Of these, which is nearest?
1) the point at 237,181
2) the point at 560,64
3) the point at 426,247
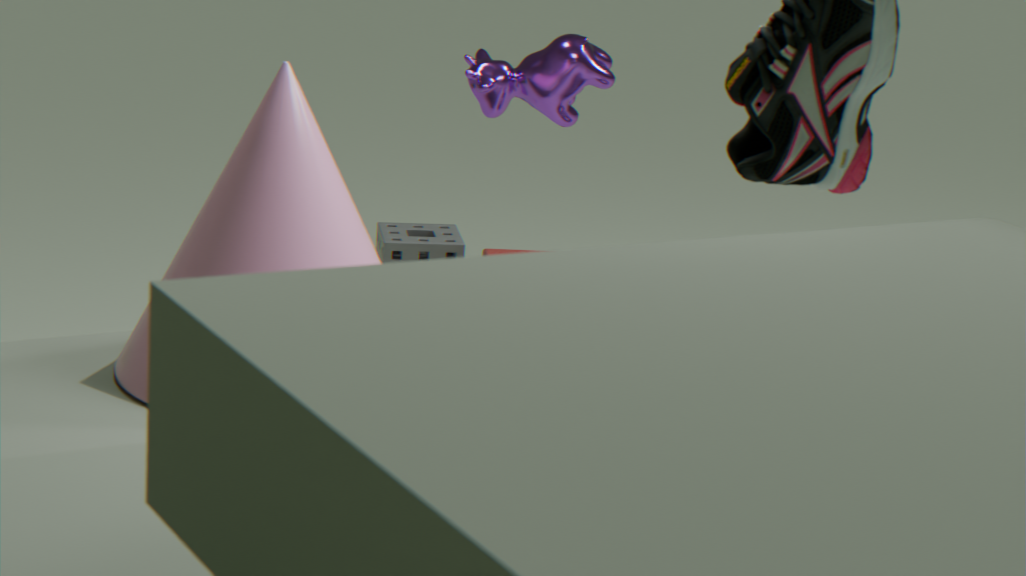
1. the point at 237,181
